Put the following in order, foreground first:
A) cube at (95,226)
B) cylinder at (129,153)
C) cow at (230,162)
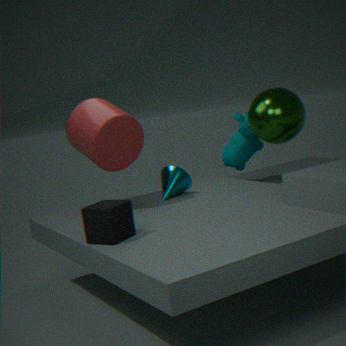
cube at (95,226) → cylinder at (129,153) → cow at (230,162)
